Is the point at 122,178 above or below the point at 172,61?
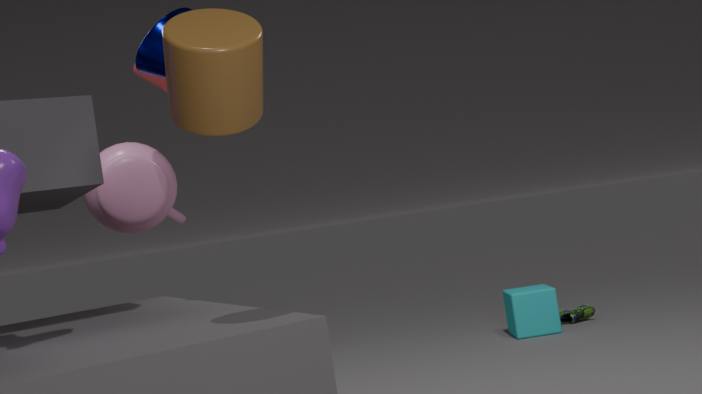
below
